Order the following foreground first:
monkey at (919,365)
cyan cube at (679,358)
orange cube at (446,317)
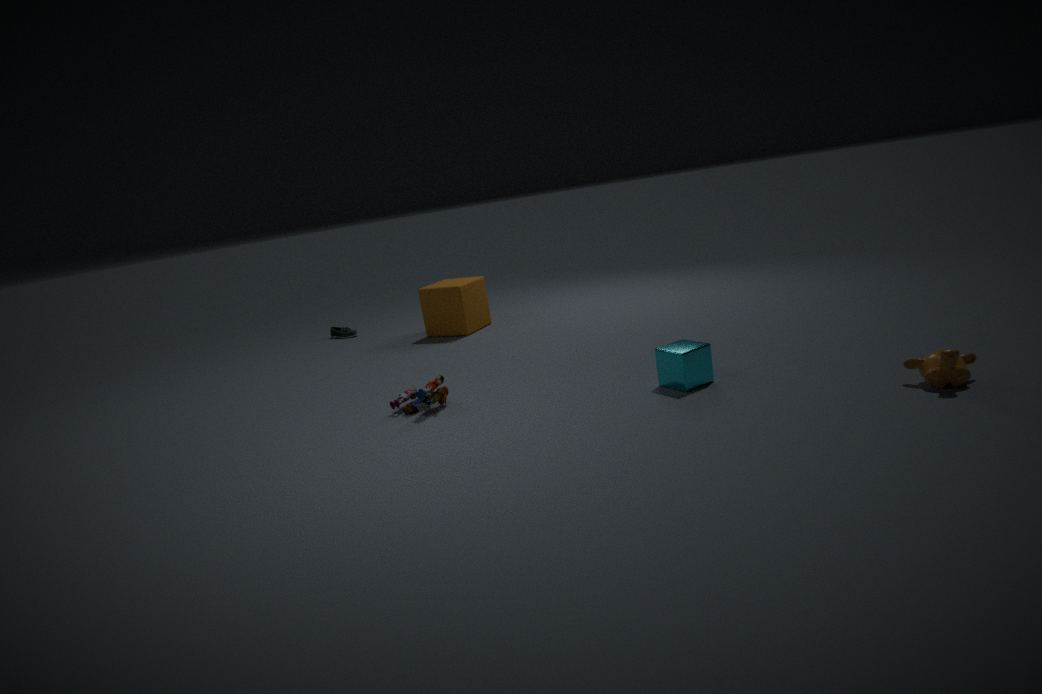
1. monkey at (919,365)
2. cyan cube at (679,358)
3. orange cube at (446,317)
